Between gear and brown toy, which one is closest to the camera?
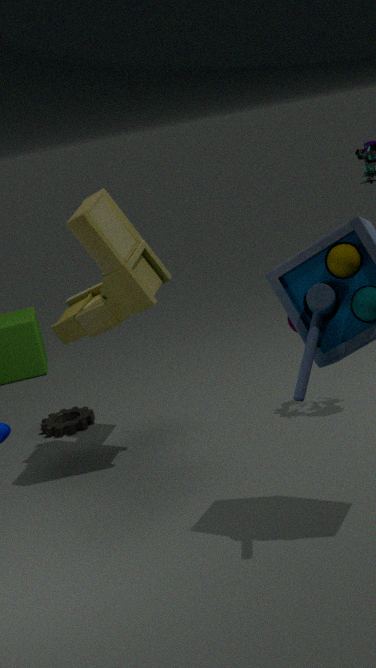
brown toy
